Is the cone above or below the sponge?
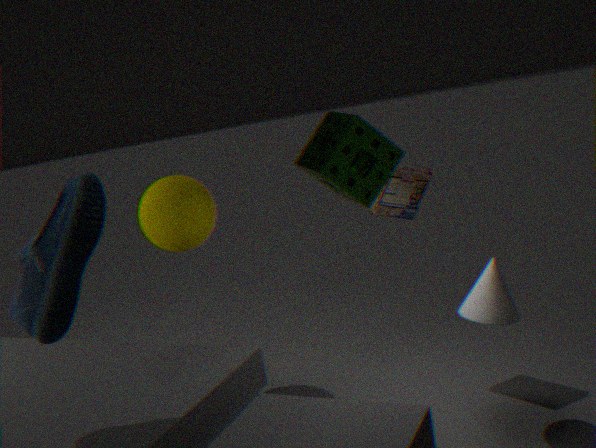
below
